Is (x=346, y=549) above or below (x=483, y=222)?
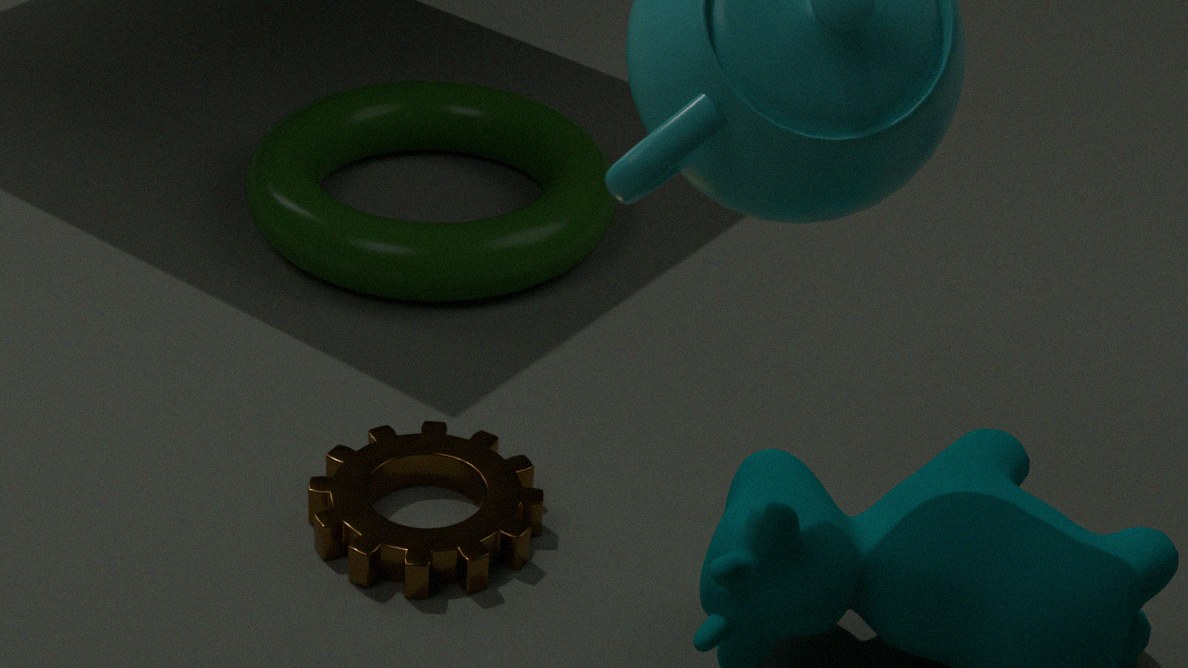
below
